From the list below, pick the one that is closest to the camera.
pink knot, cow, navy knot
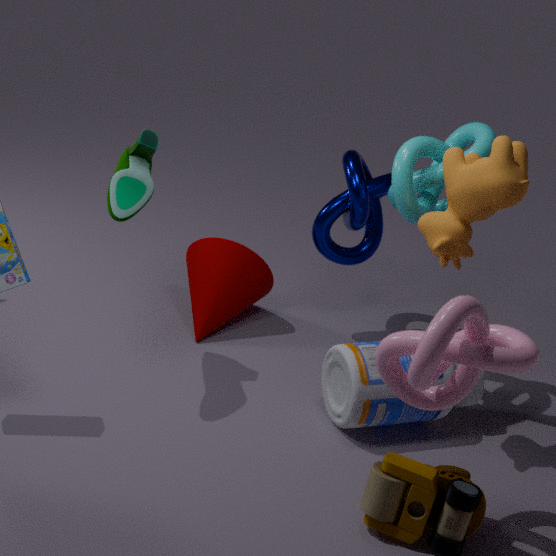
pink knot
